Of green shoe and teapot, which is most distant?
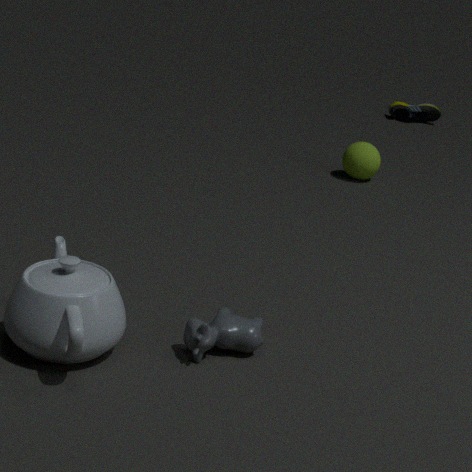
green shoe
